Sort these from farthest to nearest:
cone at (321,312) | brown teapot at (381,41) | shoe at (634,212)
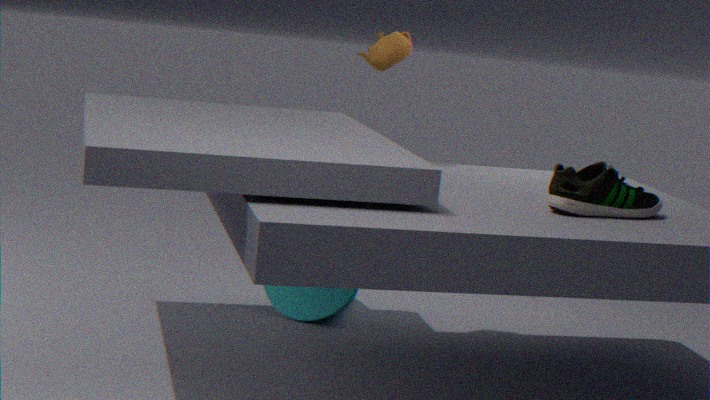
cone at (321,312) → brown teapot at (381,41) → shoe at (634,212)
